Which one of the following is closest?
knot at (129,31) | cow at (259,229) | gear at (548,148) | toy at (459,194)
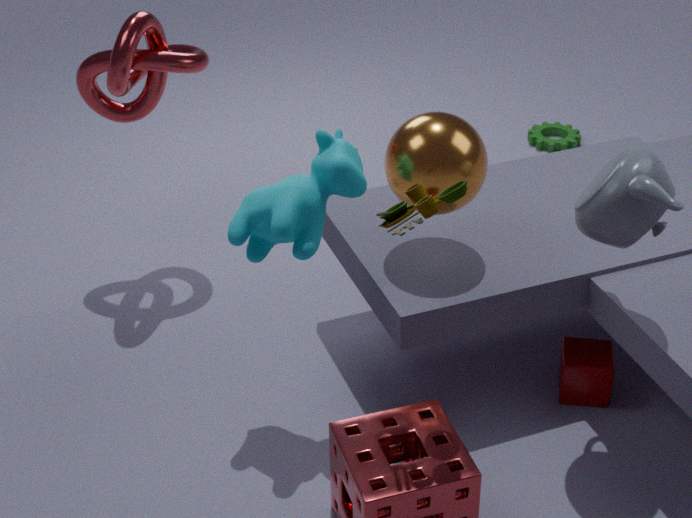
toy at (459,194)
